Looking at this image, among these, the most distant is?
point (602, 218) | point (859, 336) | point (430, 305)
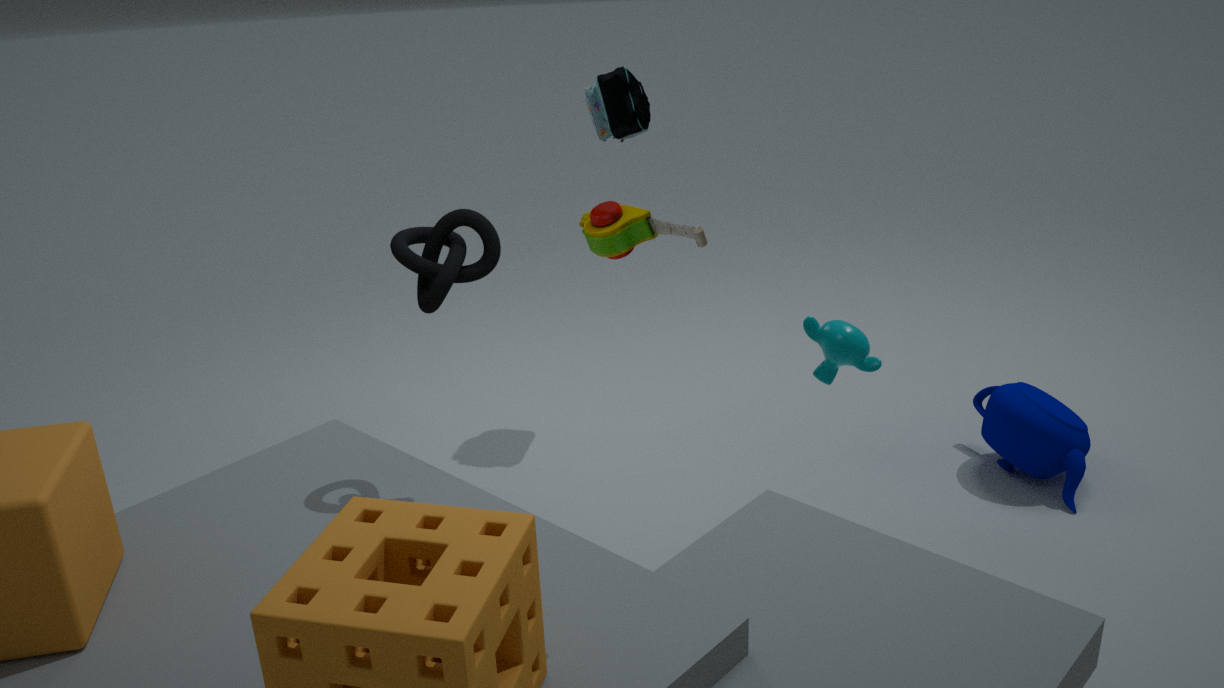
point (859, 336)
